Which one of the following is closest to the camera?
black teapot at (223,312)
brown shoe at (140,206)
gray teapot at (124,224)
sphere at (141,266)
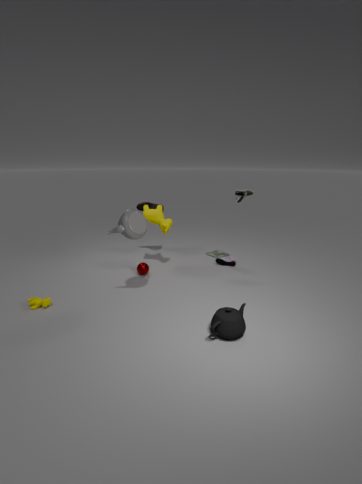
black teapot at (223,312)
